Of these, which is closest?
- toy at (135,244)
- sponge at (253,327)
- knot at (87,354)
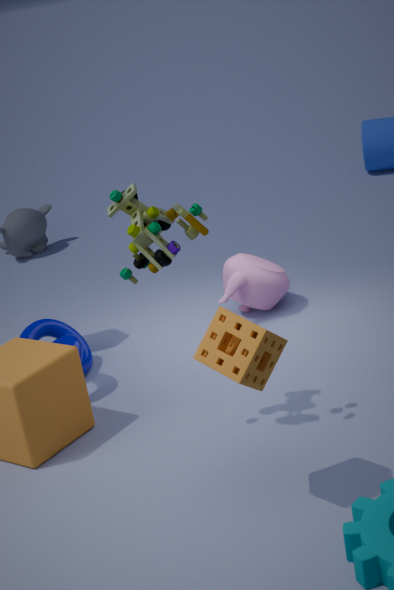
sponge at (253,327)
